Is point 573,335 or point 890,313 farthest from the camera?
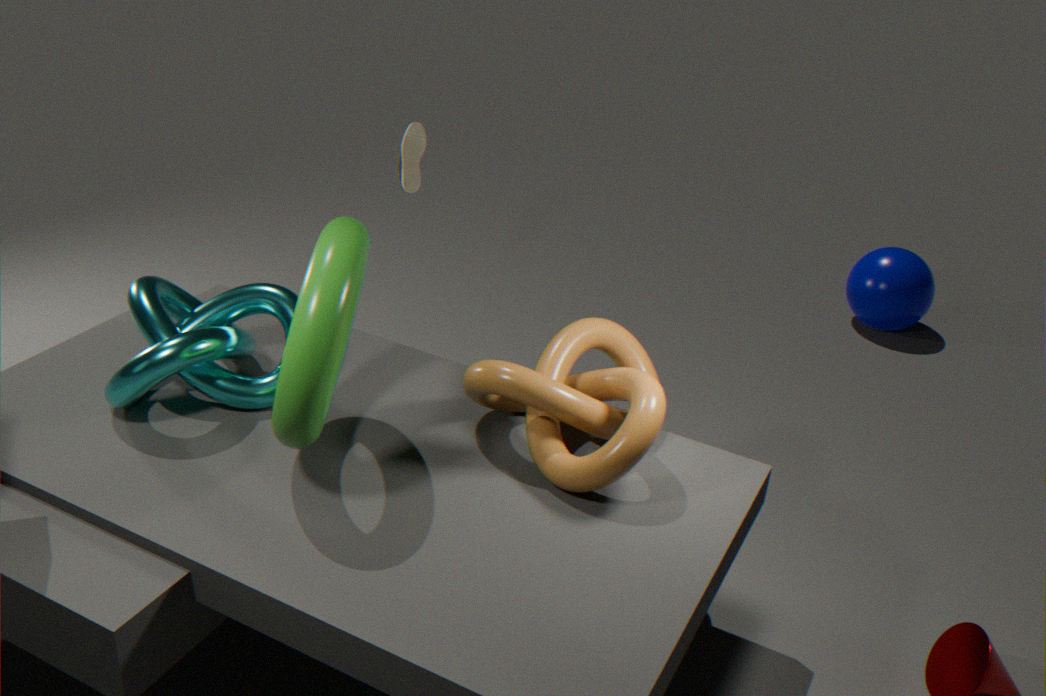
point 890,313
